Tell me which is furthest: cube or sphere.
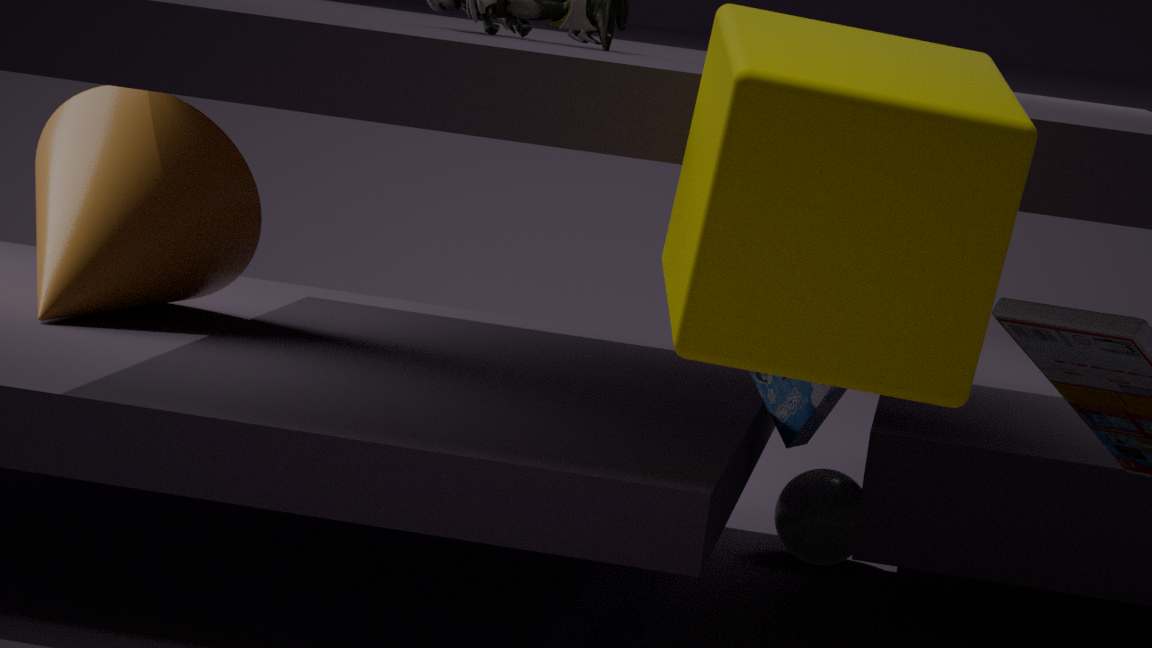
sphere
